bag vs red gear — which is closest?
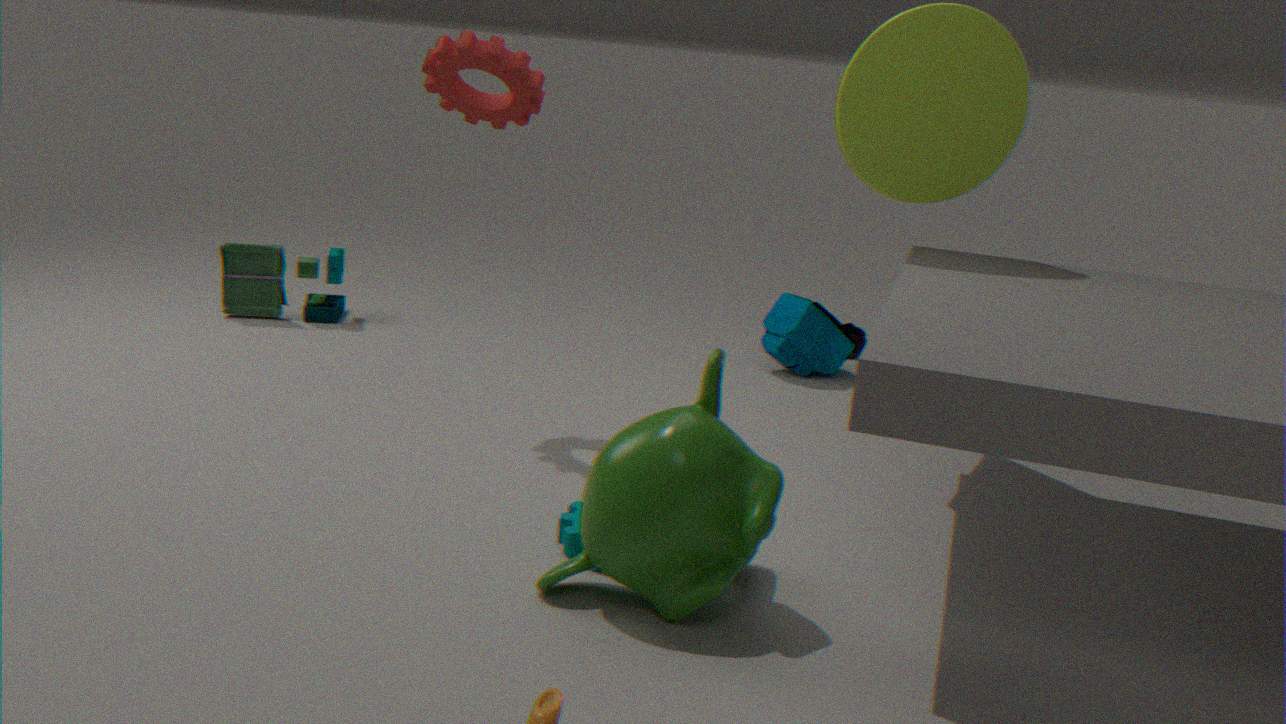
red gear
